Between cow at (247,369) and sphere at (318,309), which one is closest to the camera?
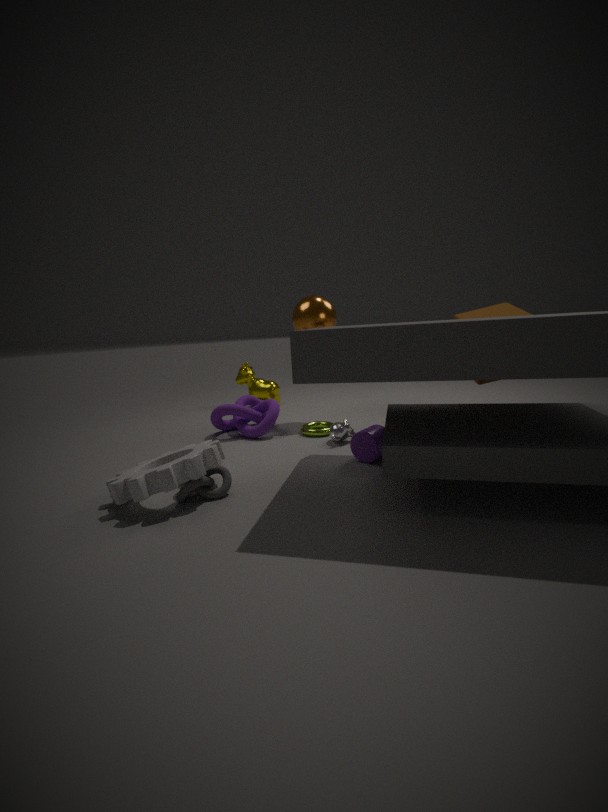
sphere at (318,309)
